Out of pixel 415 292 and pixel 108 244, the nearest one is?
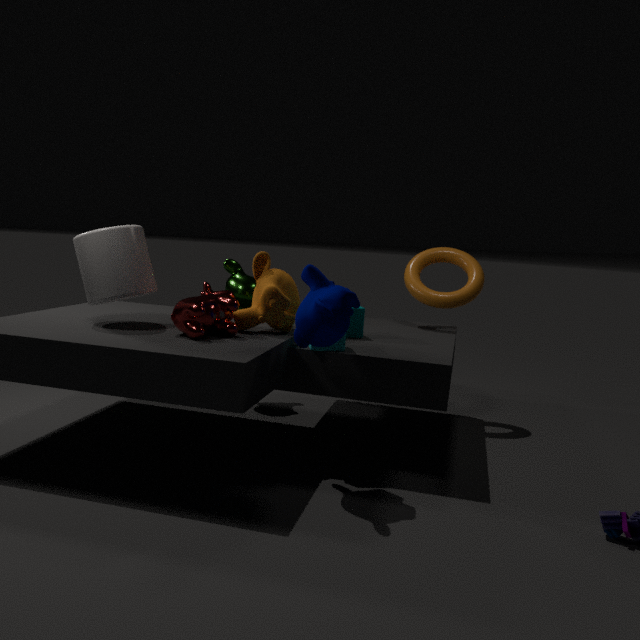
pixel 108 244
